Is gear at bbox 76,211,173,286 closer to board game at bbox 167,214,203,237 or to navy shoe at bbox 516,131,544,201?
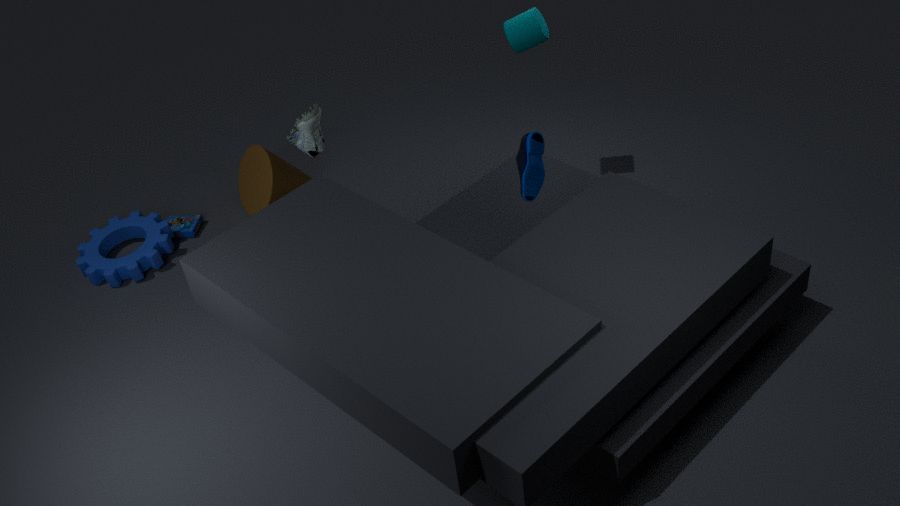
board game at bbox 167,214,203,237
